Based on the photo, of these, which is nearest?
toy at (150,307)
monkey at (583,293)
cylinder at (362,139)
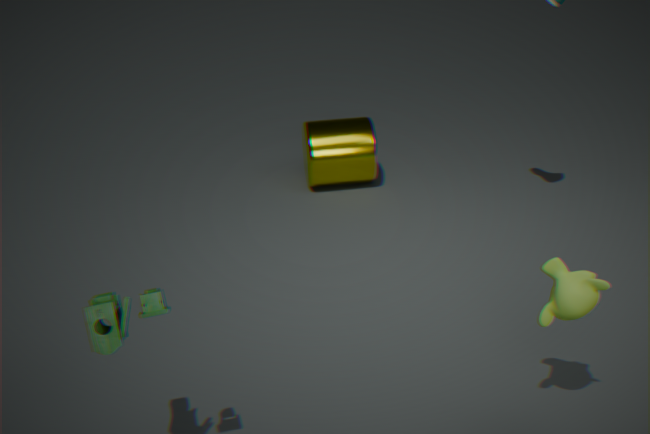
toy at (150,307)
